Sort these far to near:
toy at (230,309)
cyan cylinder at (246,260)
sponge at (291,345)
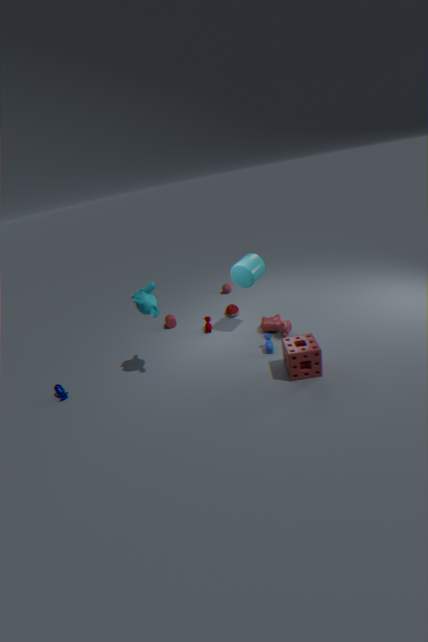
toy at (230,309)
cyan cylinder at (246,260)
sponge at (291,345)
